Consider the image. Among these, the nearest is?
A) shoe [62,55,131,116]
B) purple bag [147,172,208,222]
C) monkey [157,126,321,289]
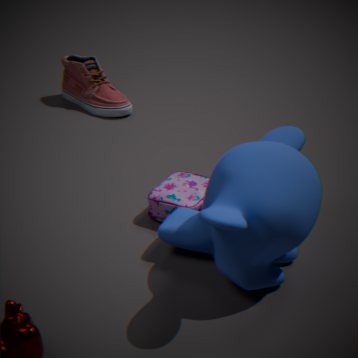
monkey [157,126,321,289]
